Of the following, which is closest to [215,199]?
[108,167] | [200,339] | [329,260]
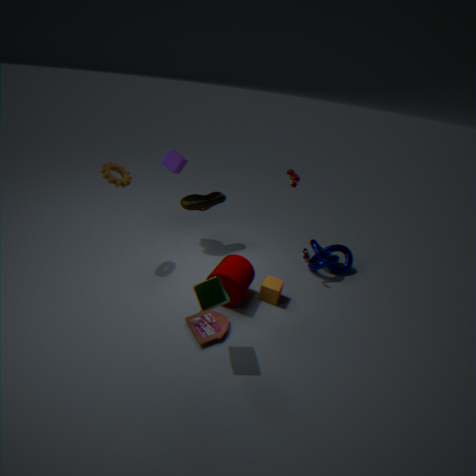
[108,167]
